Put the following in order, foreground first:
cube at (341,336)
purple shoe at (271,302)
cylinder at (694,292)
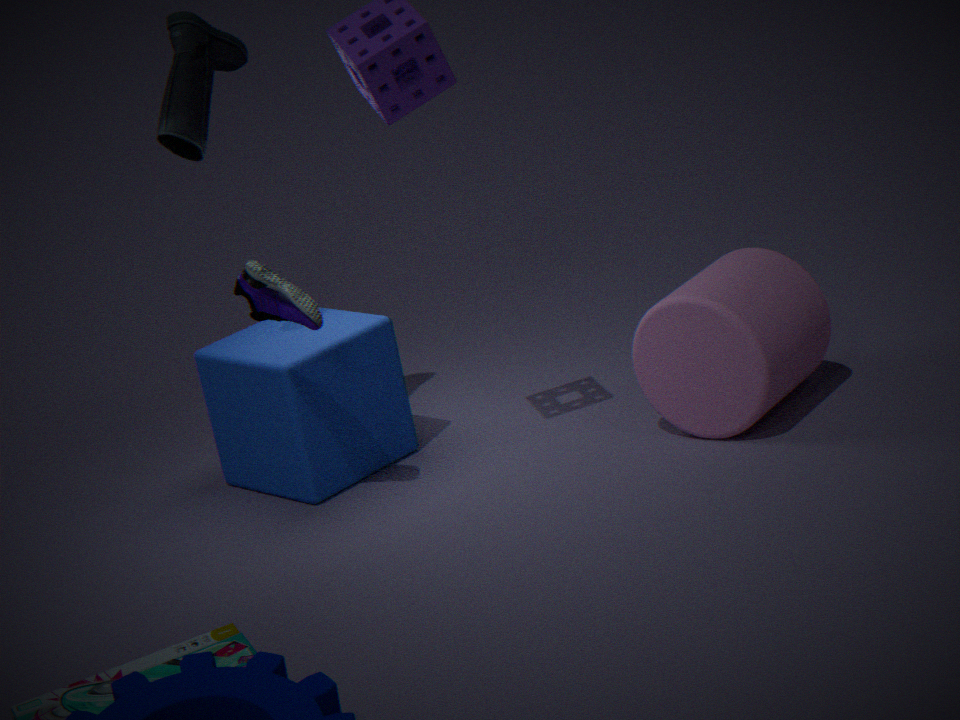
purple shoe at (271,302) < cylinder at (694,292) < cube at (341,336)
